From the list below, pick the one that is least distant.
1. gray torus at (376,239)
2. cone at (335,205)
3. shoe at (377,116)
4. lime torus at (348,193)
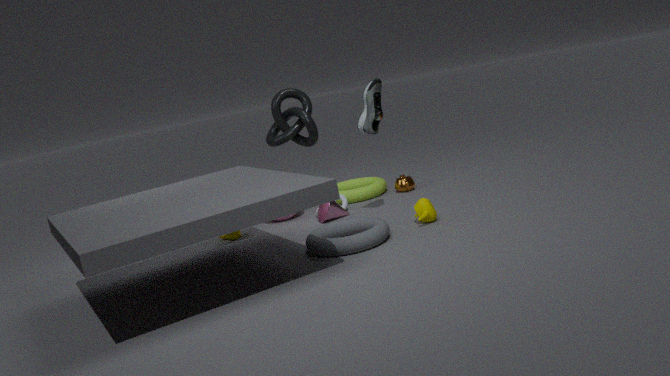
gray torus at (376,239)
